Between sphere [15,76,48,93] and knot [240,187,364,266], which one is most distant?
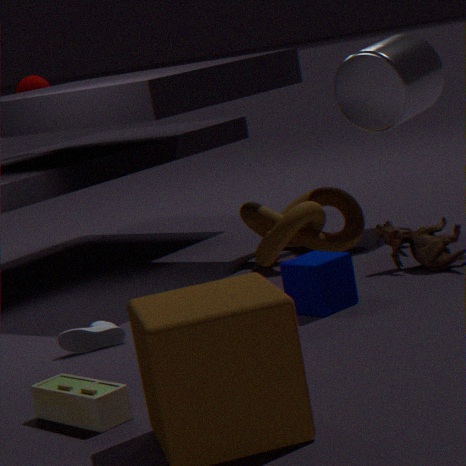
sphere [15,76,48,93]
